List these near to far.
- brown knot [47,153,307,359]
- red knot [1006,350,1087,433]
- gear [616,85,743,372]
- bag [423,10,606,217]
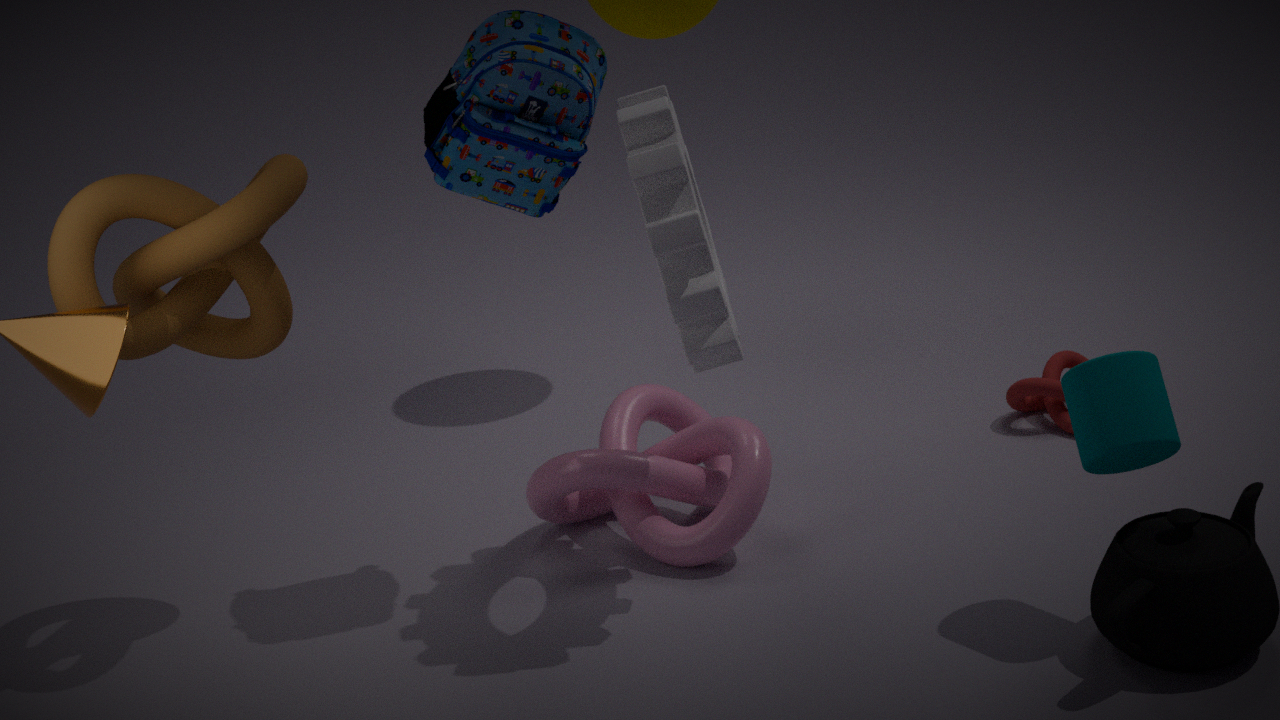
1. gear [616,85,743,372]
2. brown knot [47,153,307,359]
3. bag [423,10,606,217]
4. red knot [1006,350,1087,433]
